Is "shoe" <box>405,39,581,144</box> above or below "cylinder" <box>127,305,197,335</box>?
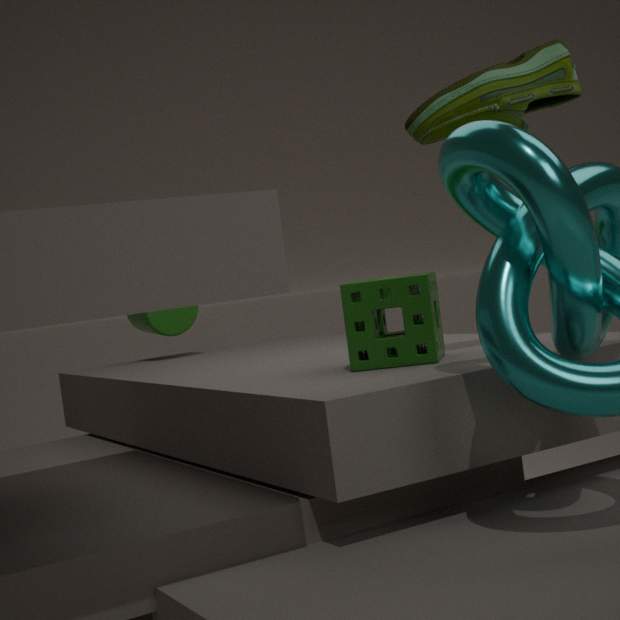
above
